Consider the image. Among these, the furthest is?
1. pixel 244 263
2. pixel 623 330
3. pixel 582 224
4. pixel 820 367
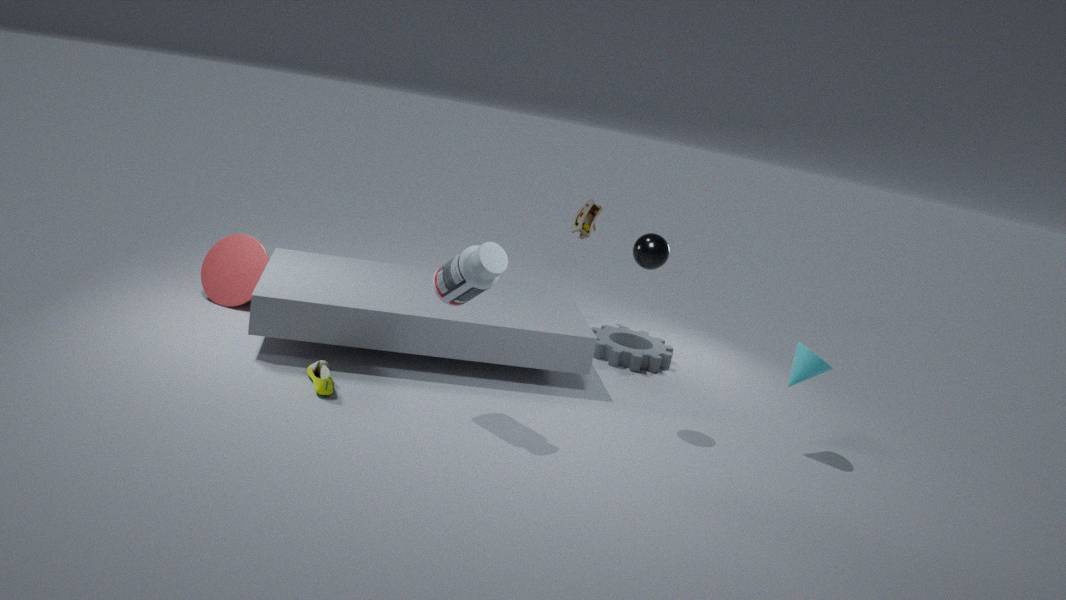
pixel 582 224
